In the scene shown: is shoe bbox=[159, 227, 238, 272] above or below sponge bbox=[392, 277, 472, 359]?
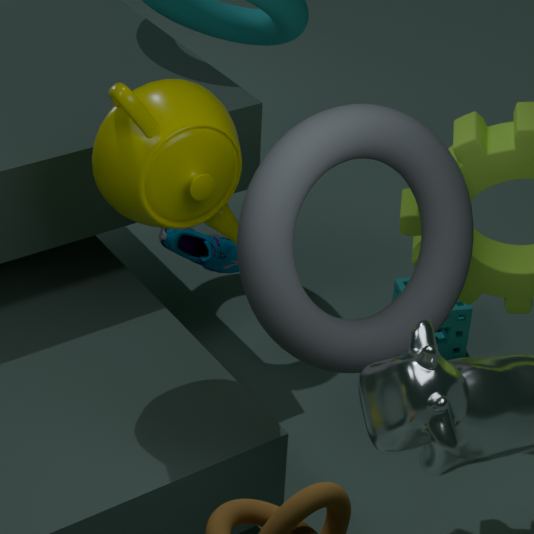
above
